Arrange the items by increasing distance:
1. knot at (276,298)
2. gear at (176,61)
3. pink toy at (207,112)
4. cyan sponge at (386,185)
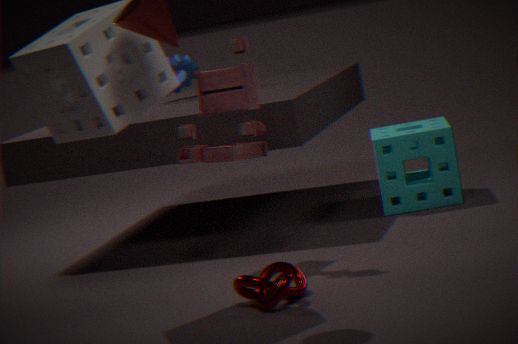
knot at (276,298)
pink toy at (207,112)
cyan sponge at (386,185)
gear at (176,61)
